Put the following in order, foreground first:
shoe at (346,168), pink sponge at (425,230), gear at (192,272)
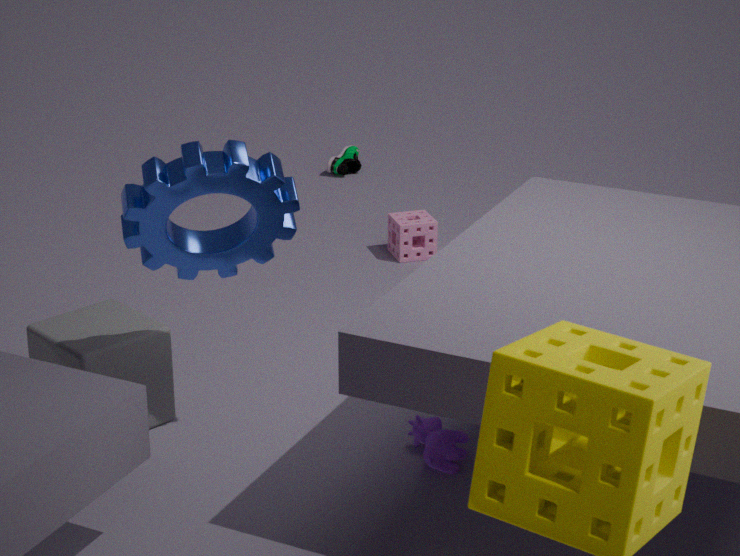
gear at (192,272)
pink sponge at (425,230)
shoe at (346,168)
